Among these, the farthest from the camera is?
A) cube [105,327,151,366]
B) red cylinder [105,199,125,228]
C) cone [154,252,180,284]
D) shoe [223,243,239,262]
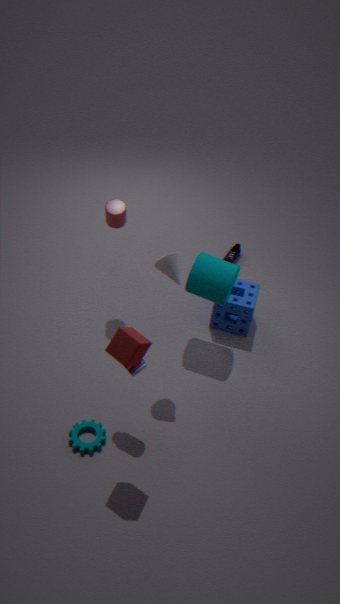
shoe [223,243,239,262]
